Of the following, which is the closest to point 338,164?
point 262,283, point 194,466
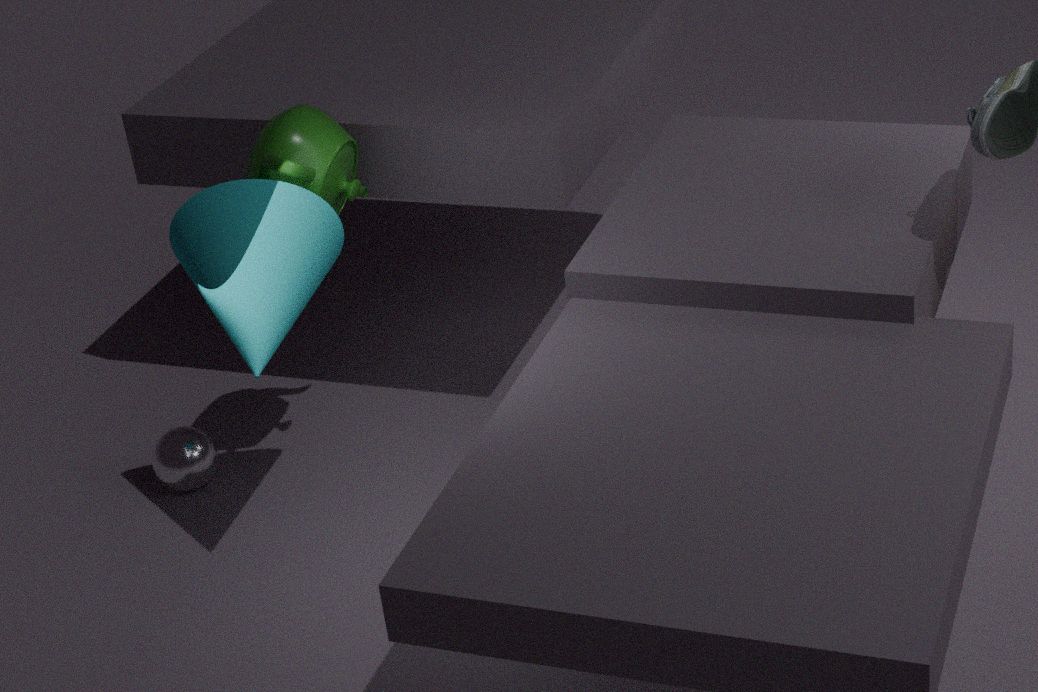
point 262,283
